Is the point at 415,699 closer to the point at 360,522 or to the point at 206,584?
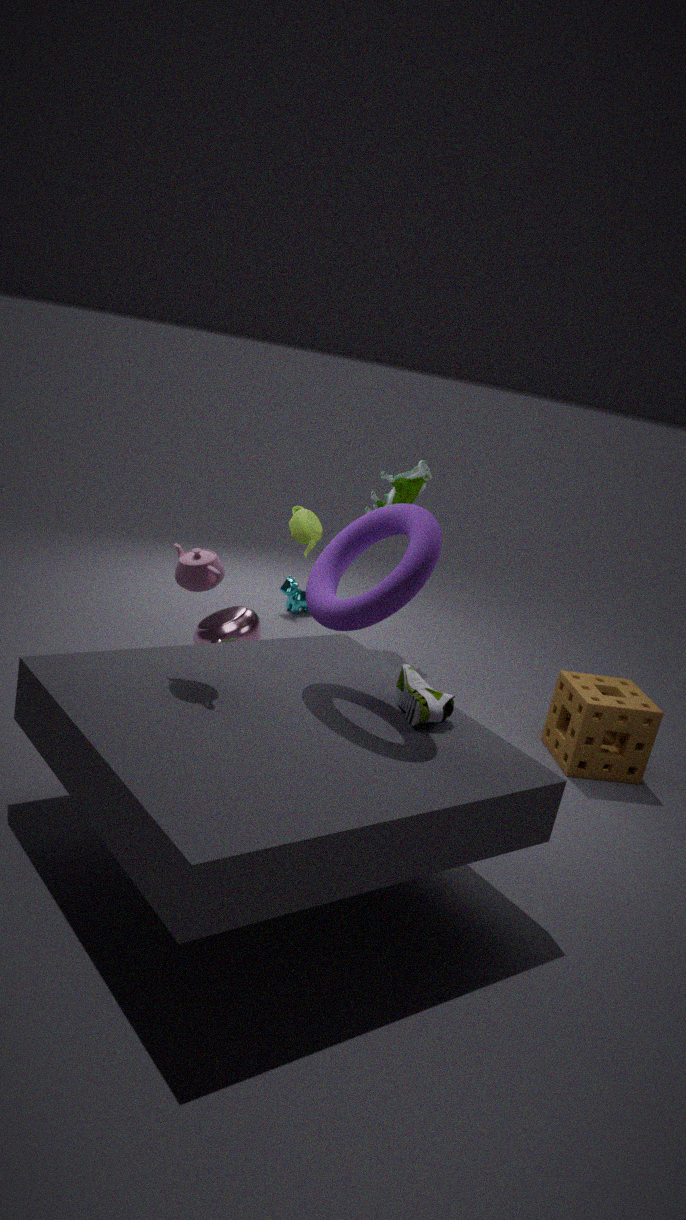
the point at 360,522
